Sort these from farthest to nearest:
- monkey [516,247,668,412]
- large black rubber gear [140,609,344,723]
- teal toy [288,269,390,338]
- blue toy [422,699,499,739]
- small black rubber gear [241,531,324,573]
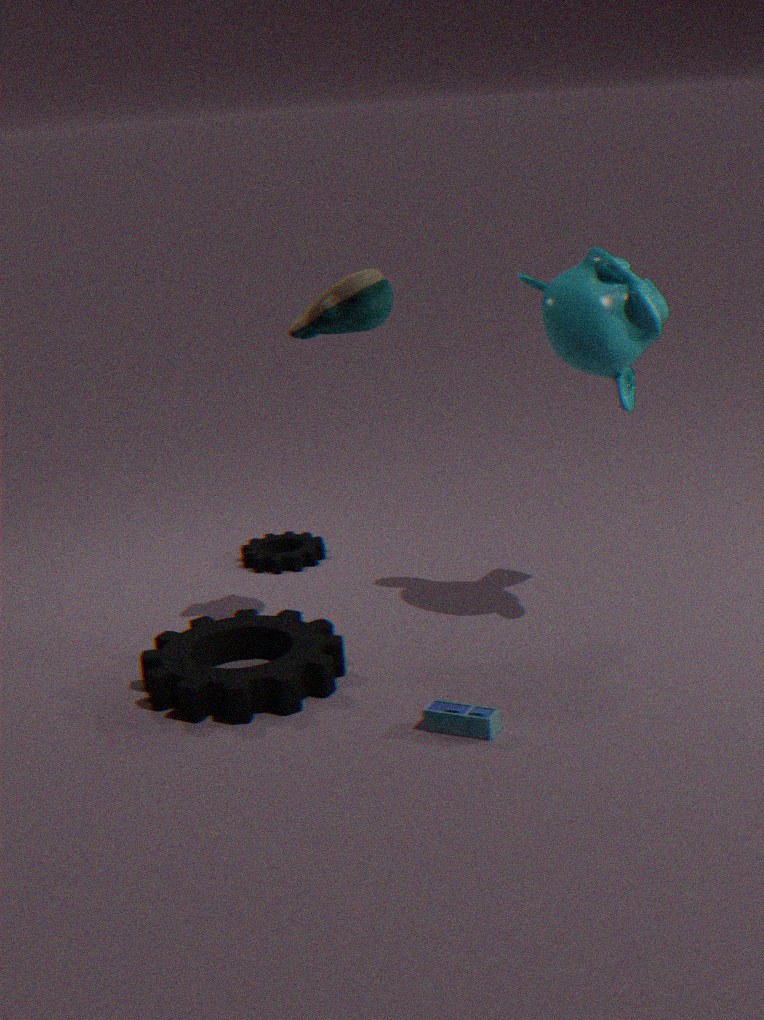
small black rubber gear [241,531,324,573], teal toy [288,269,390,338], monkey [516,247,668,412], large black rubber gear [140,609,344,723], blue toy [422,699,499,739]
